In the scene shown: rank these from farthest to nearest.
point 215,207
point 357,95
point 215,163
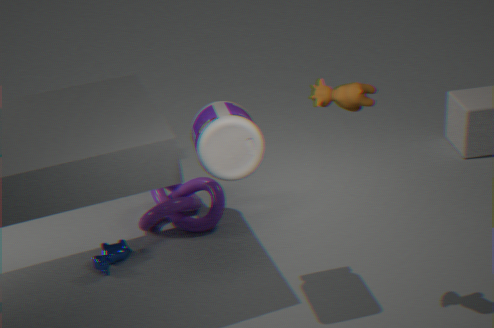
point 215,207 < point 215,163 < point 357,95
